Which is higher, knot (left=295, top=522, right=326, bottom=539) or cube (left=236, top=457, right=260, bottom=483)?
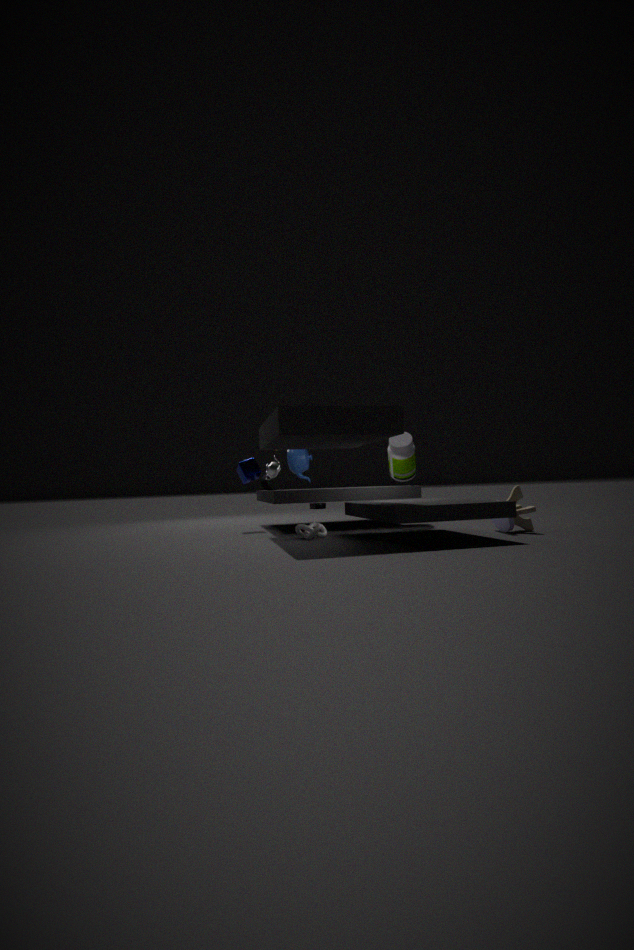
cube (left=236, top=457, right=260, bottom=483)
